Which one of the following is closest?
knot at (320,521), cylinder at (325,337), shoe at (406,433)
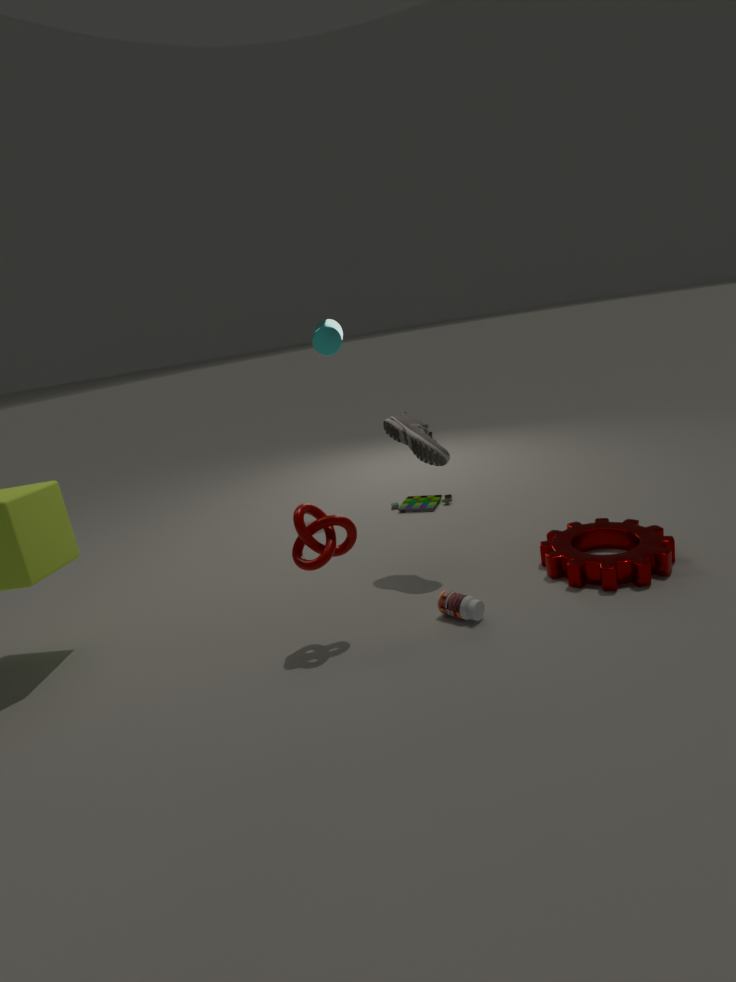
knot at (320,521)
